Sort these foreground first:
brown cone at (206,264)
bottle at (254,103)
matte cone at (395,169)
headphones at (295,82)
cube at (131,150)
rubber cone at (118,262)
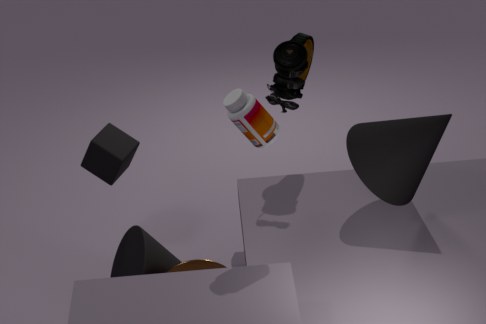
bottle at (254,103)
brown cone at (206,264)
matte cone at (395,169)
rubber cone at (118,262)
headphones at (295,82)
cube at (131,150)
